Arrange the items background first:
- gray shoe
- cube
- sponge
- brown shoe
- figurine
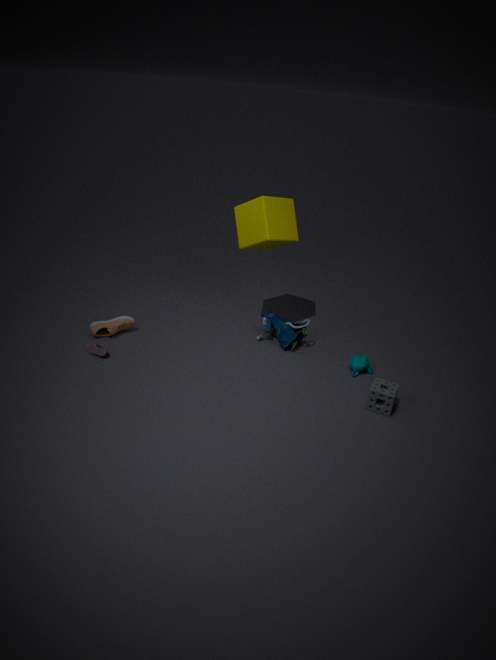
figurine, brown shoe, cube, gray shoe, sponge
